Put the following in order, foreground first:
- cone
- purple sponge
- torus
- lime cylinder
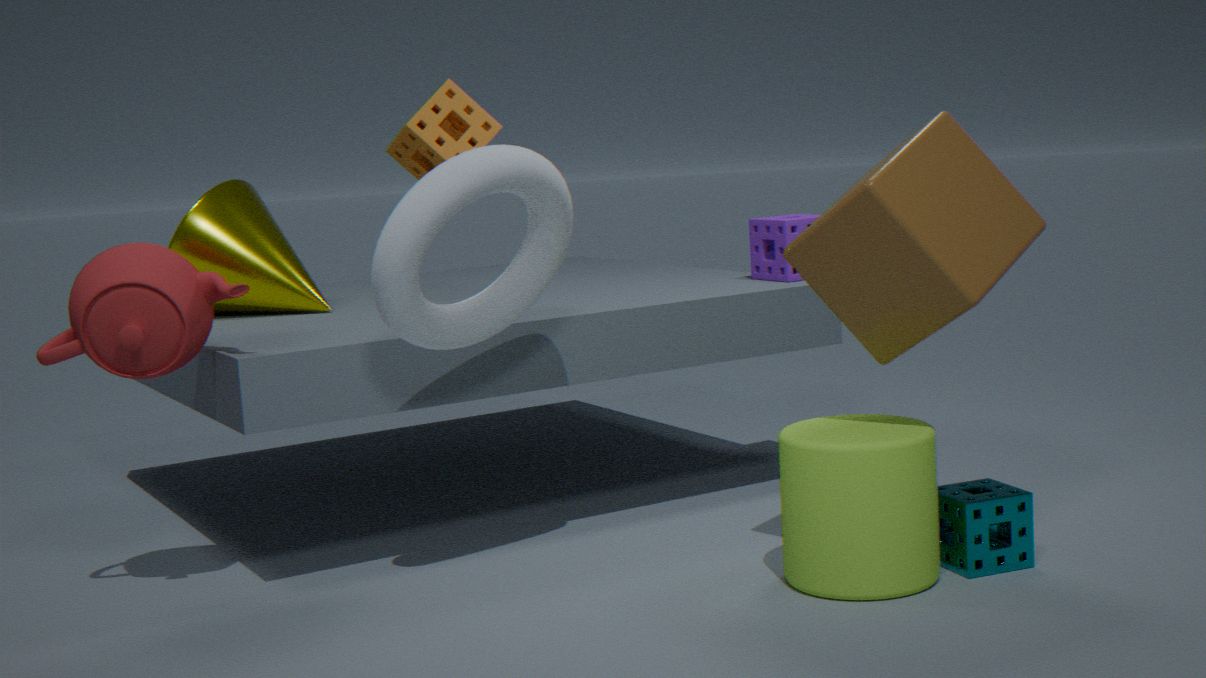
torus → lime cylinder → cone → purple sponge
